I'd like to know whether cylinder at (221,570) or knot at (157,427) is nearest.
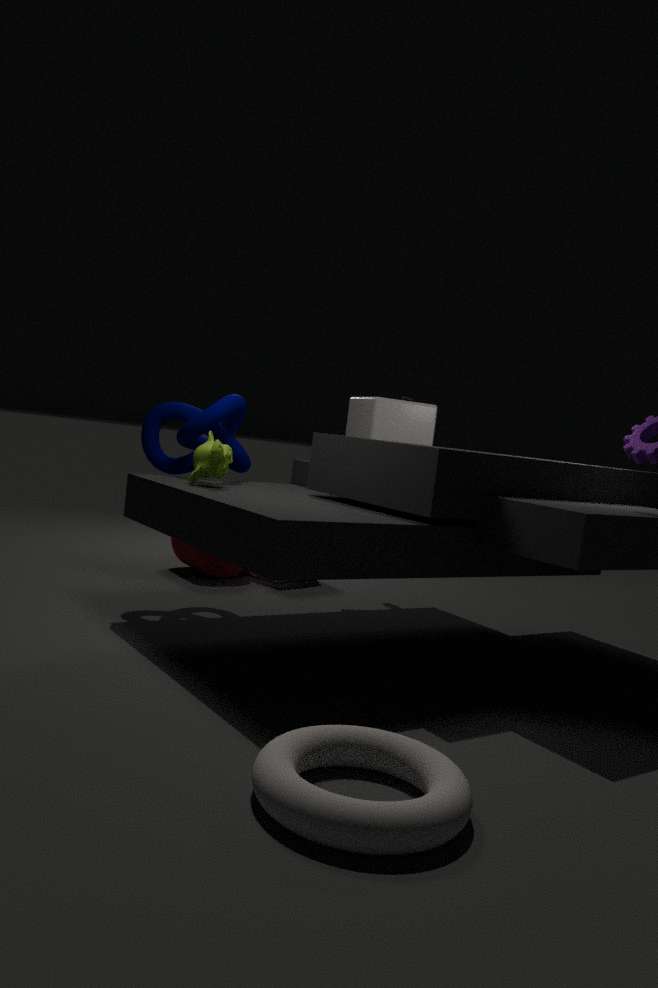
knot at (157,427)
